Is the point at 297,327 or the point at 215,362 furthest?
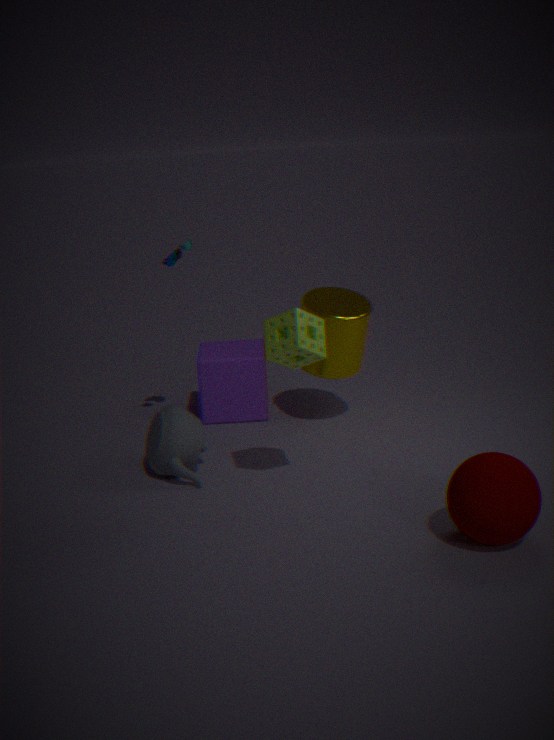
the point at 215,362
